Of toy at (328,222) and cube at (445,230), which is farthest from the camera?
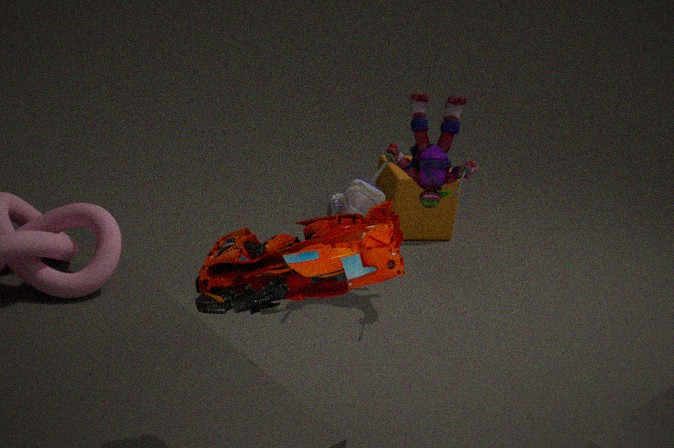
cube at (445,230)
